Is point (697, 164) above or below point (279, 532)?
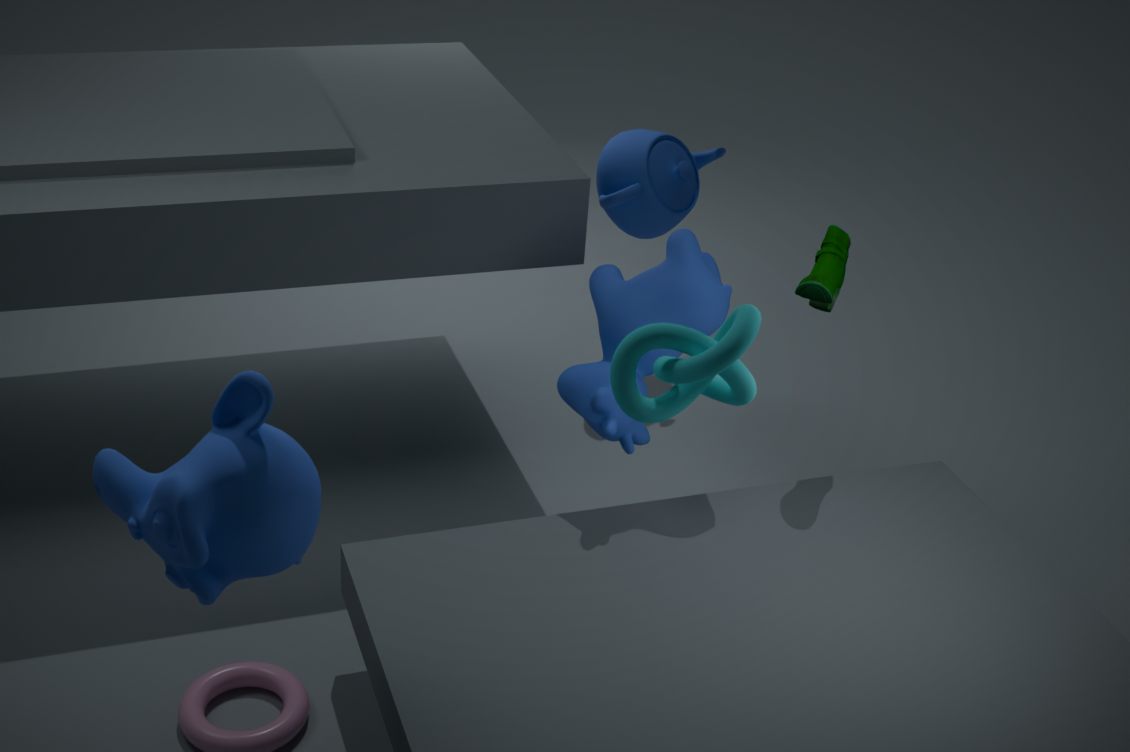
below
